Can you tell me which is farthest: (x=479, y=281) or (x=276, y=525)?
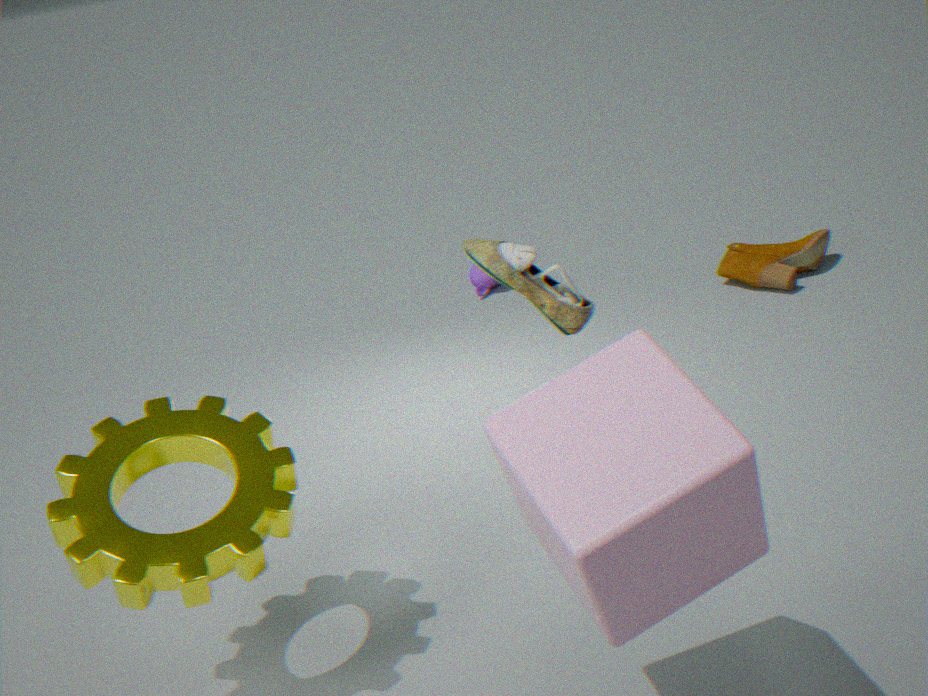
(x=479, y=281)
